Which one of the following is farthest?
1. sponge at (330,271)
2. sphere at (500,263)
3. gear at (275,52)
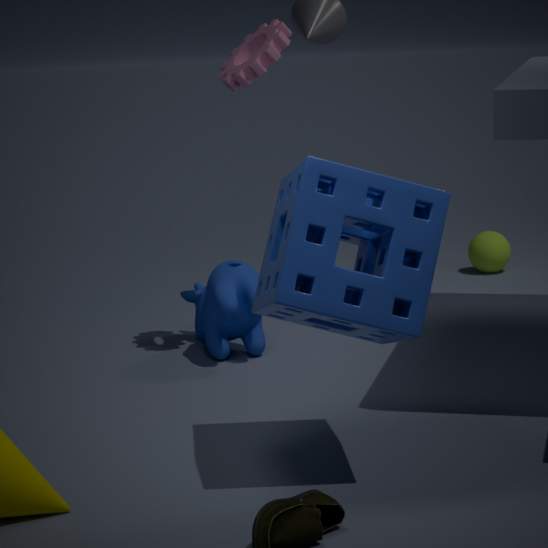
sphere at (500,263)
